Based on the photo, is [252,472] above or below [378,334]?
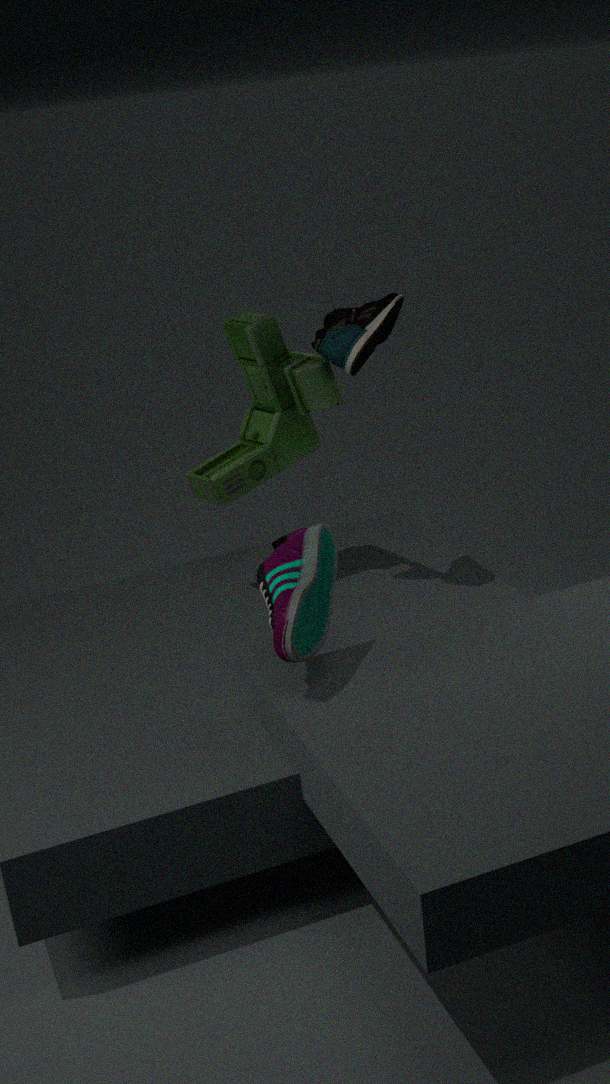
below
